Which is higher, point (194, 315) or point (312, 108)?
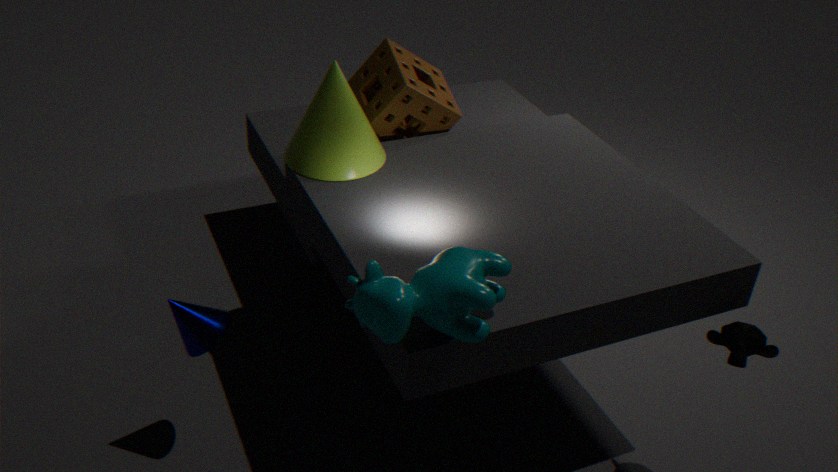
point (312, 108)
